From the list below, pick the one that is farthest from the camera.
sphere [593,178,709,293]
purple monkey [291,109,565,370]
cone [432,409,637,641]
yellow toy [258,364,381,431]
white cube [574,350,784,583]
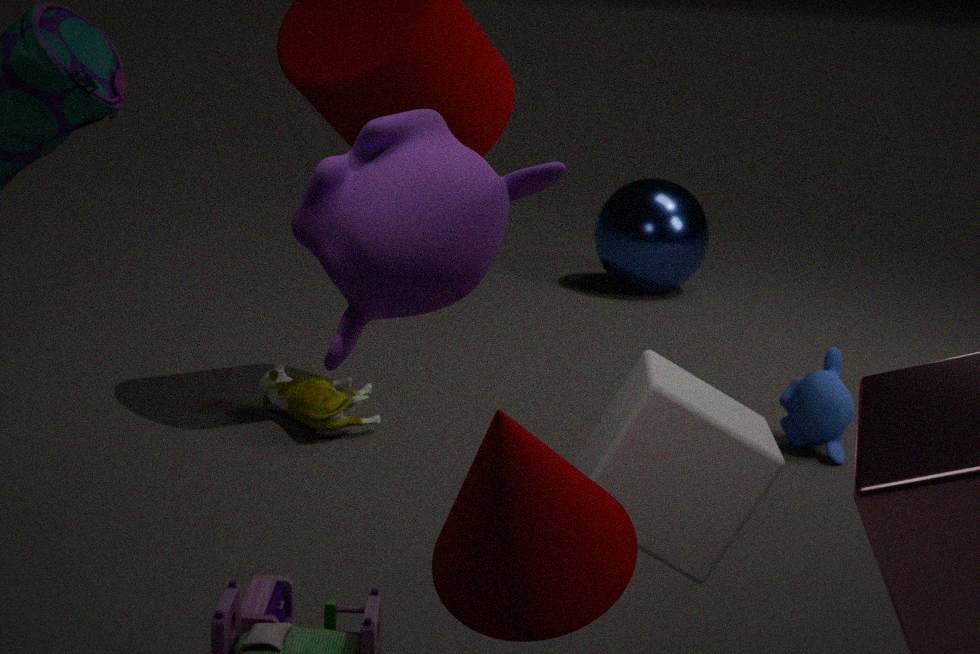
sphere [593,178,709,293]
